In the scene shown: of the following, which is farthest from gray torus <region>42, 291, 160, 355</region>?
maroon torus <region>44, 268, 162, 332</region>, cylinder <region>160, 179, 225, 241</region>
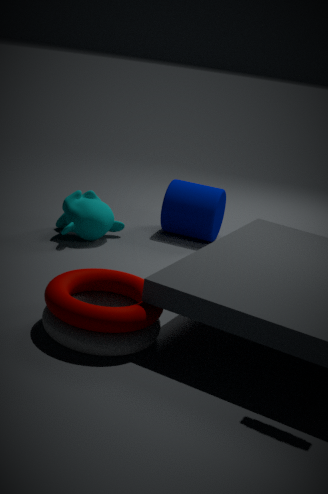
cylinder <region>160, 179, 225, 241</region>
